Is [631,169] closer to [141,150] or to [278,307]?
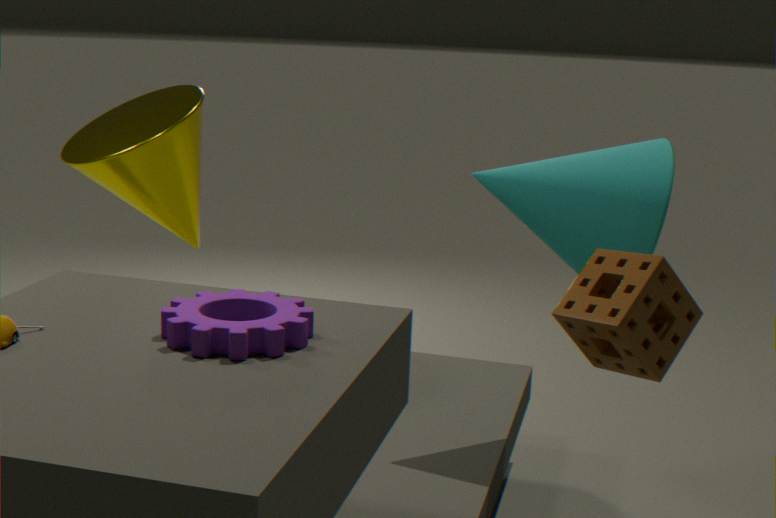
[278,307]
